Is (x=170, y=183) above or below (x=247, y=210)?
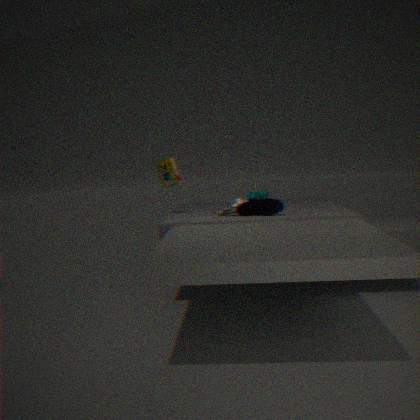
above
